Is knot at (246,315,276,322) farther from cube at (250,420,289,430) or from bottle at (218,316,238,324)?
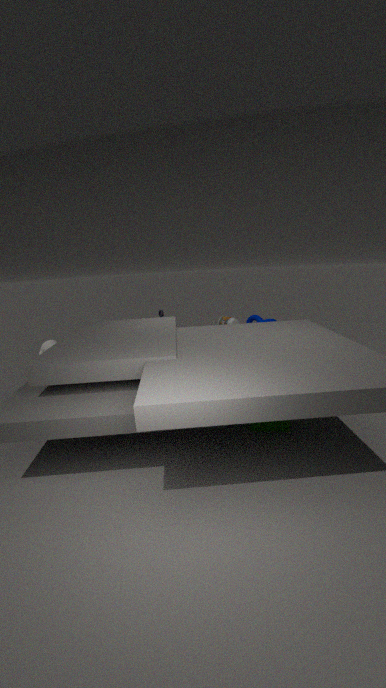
bottle at (218,316,238,324)
